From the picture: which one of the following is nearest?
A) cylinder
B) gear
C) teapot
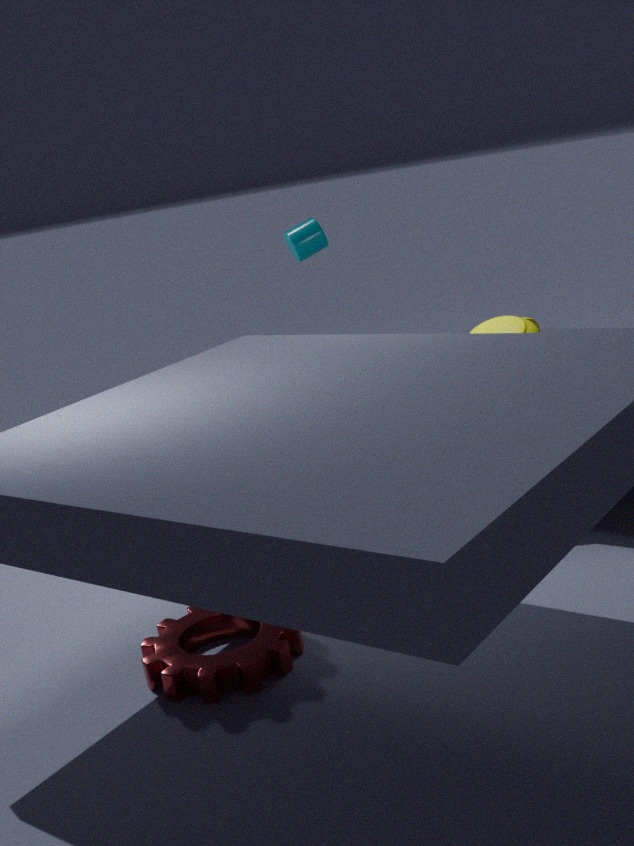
B. gear
